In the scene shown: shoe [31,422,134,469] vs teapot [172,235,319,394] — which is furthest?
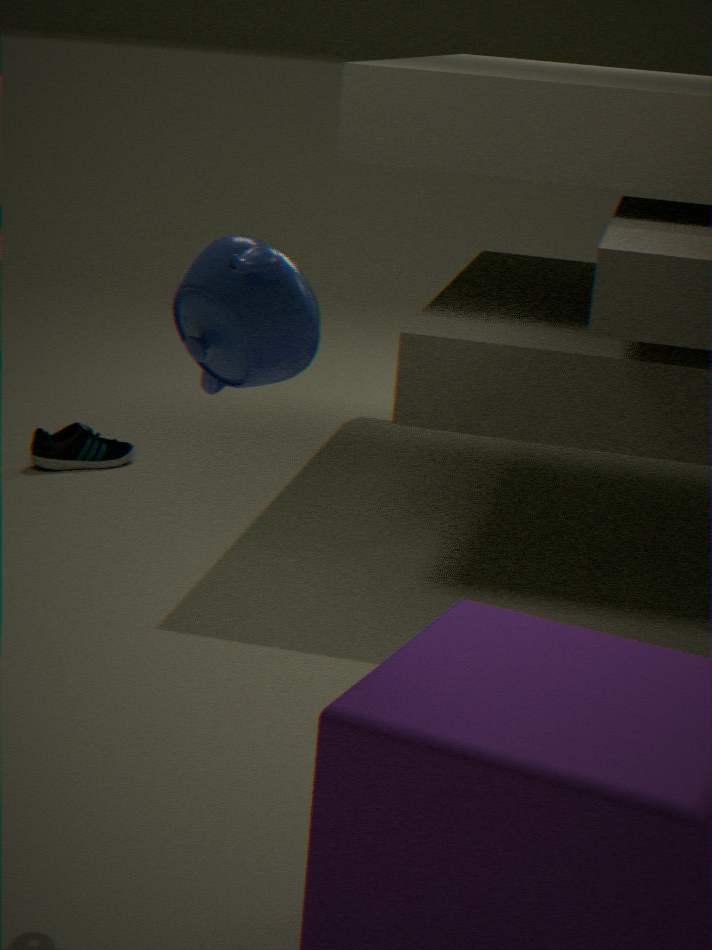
shoe [31,422,134,469]
